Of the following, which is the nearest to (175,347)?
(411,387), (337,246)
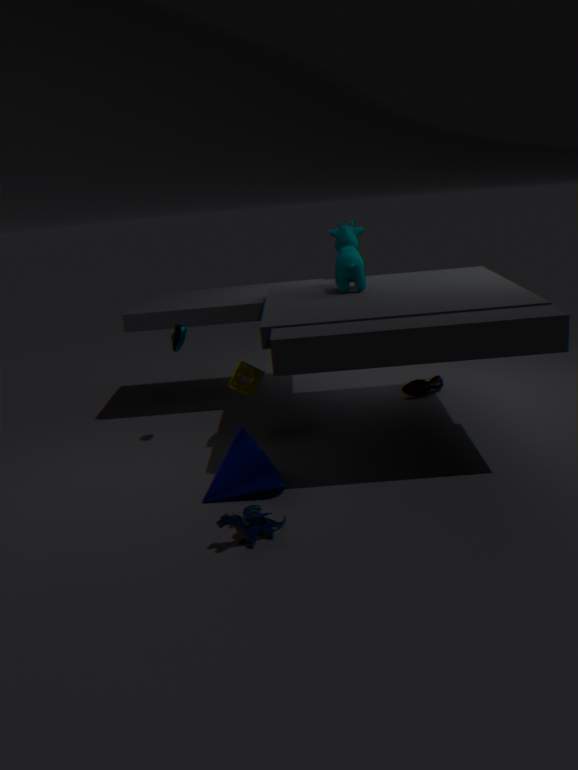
(337,246)
